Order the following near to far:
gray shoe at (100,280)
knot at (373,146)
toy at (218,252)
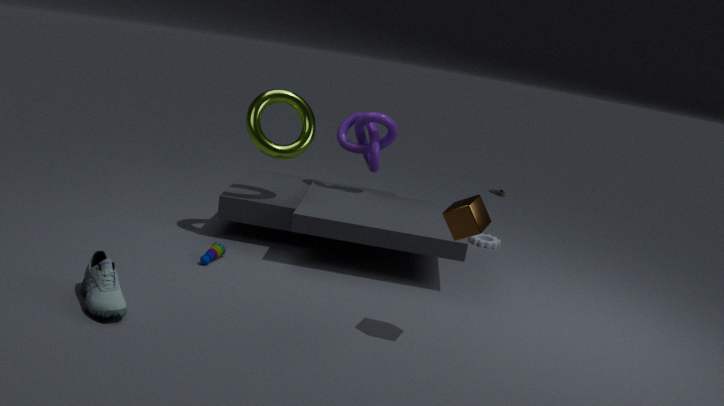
gray shoe at (100,280) < toy at (218,252) < knot at (373,146)
